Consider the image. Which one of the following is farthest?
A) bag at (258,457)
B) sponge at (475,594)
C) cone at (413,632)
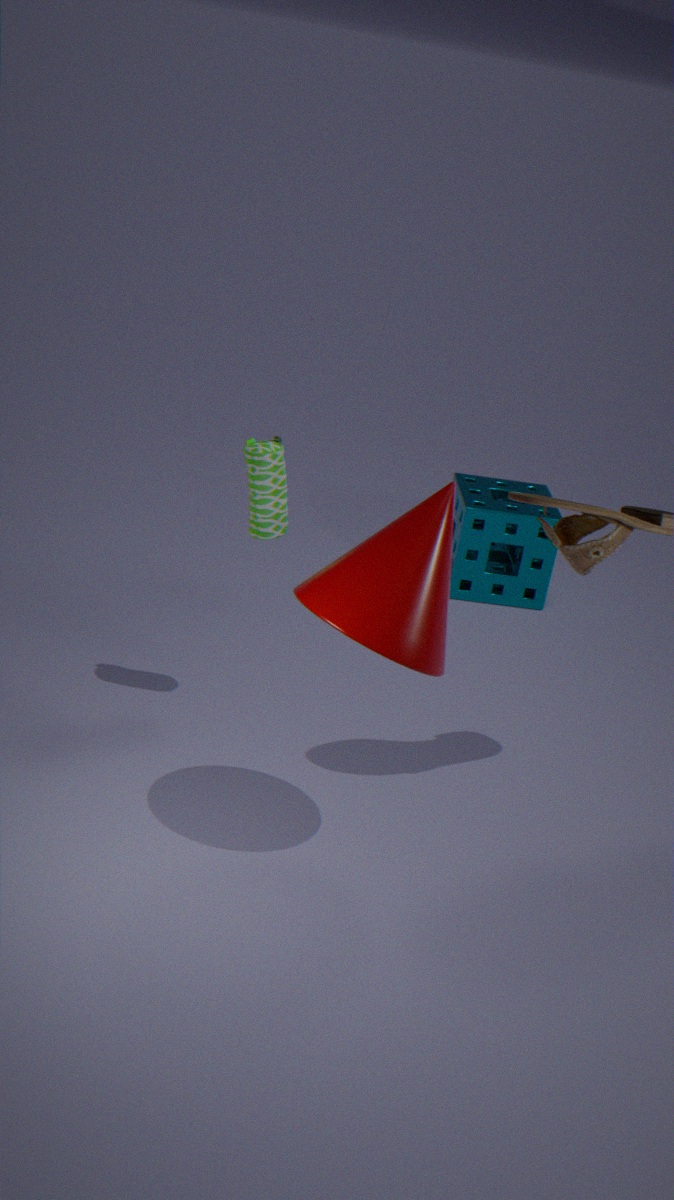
sponge at (475,594)
